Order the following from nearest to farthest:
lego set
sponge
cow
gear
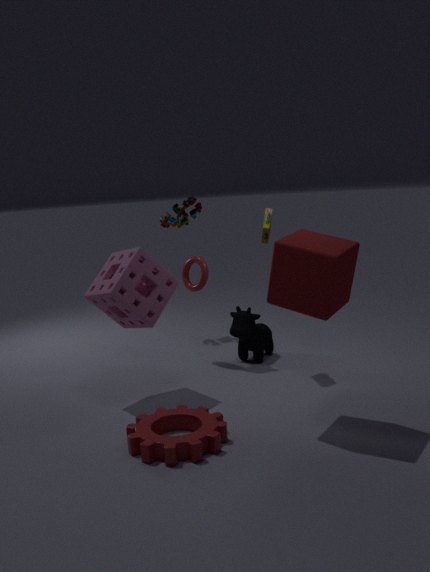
1. gear
2. sponge
3. cow
4. lego set
